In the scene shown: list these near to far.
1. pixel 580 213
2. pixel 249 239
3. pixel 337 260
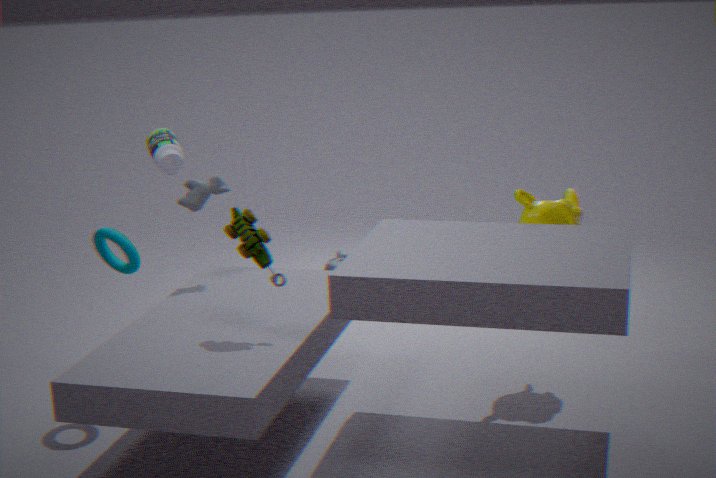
1. pixel 249 239
2. pixel 580 213
3. pixel 337 260
